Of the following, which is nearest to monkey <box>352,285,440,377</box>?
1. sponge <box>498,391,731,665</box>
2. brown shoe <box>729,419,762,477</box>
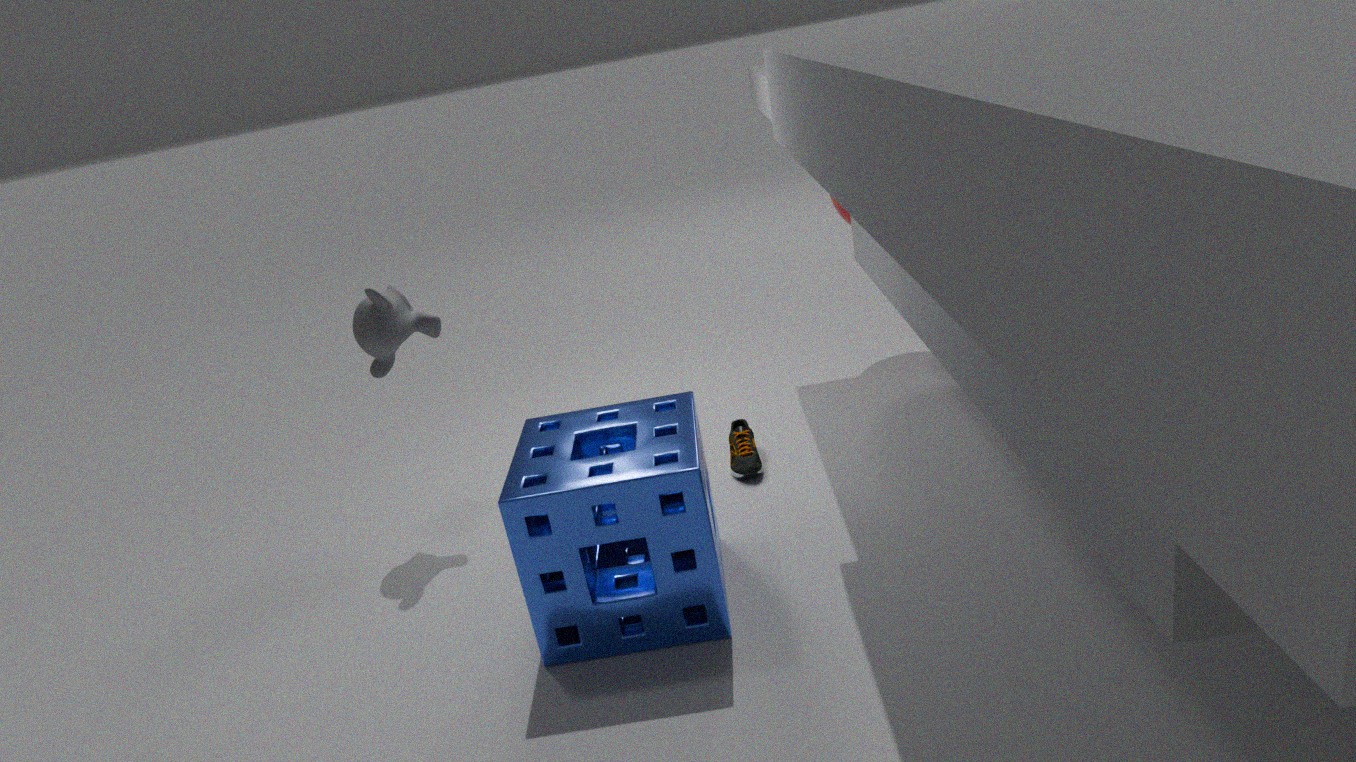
sponge <box>498,391,731,665</box>
